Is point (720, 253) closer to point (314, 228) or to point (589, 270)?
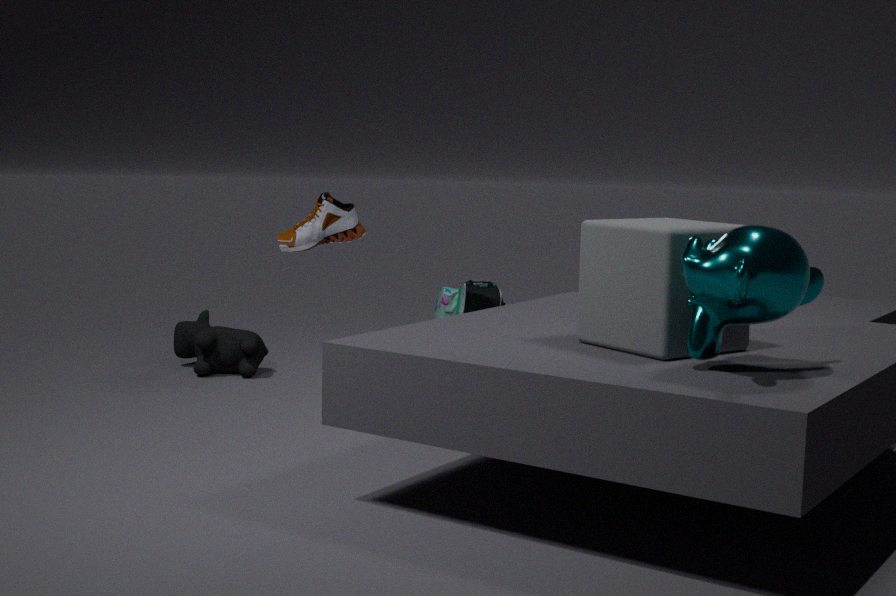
point (589, 270)
